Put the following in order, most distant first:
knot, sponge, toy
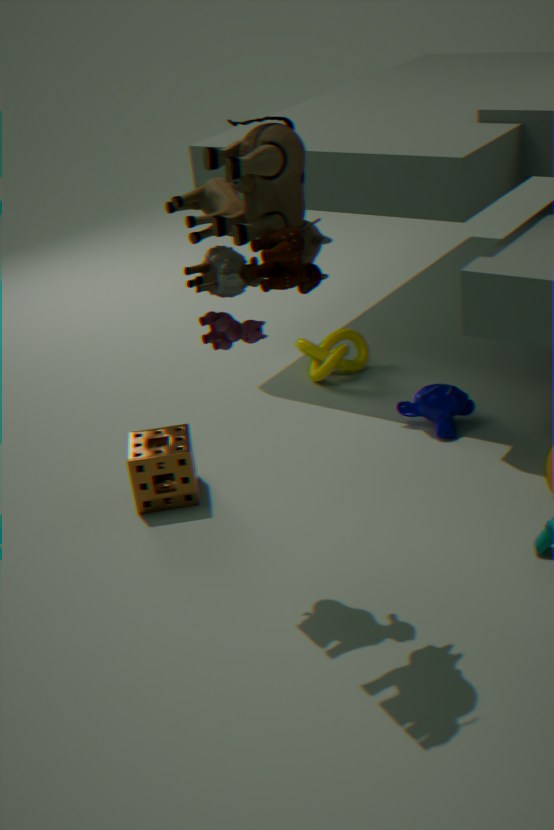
knot
sponge
toy
